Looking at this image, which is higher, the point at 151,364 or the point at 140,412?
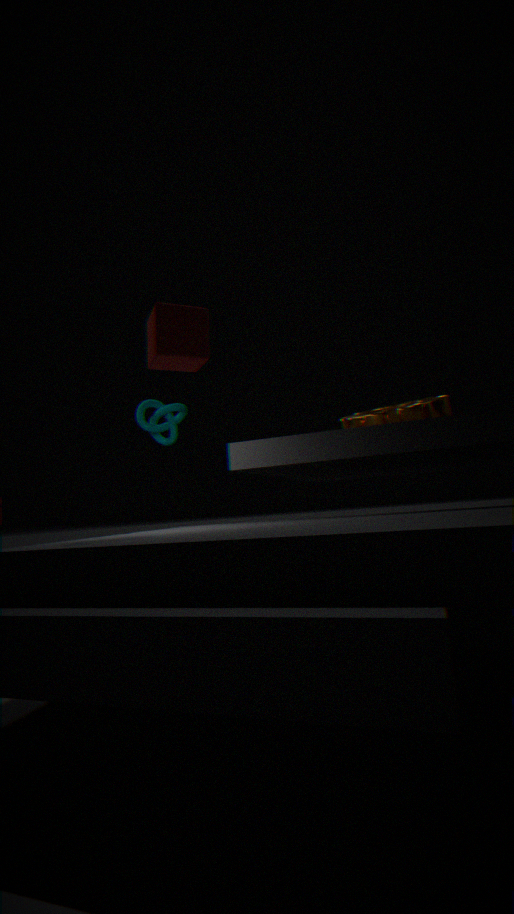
the point at 151,364
